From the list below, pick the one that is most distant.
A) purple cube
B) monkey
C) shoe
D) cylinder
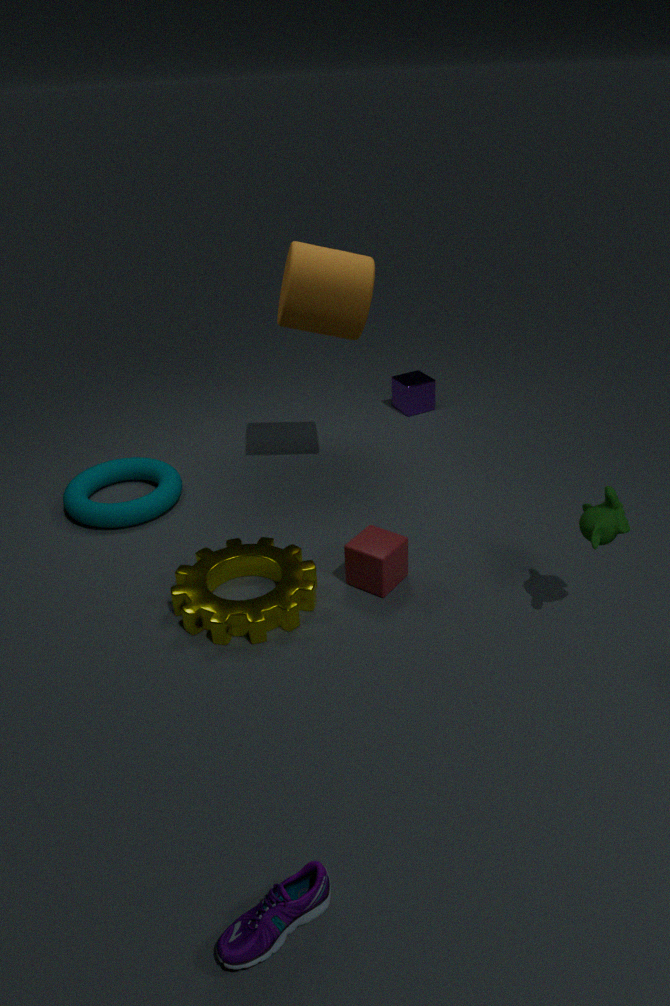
purple cube
